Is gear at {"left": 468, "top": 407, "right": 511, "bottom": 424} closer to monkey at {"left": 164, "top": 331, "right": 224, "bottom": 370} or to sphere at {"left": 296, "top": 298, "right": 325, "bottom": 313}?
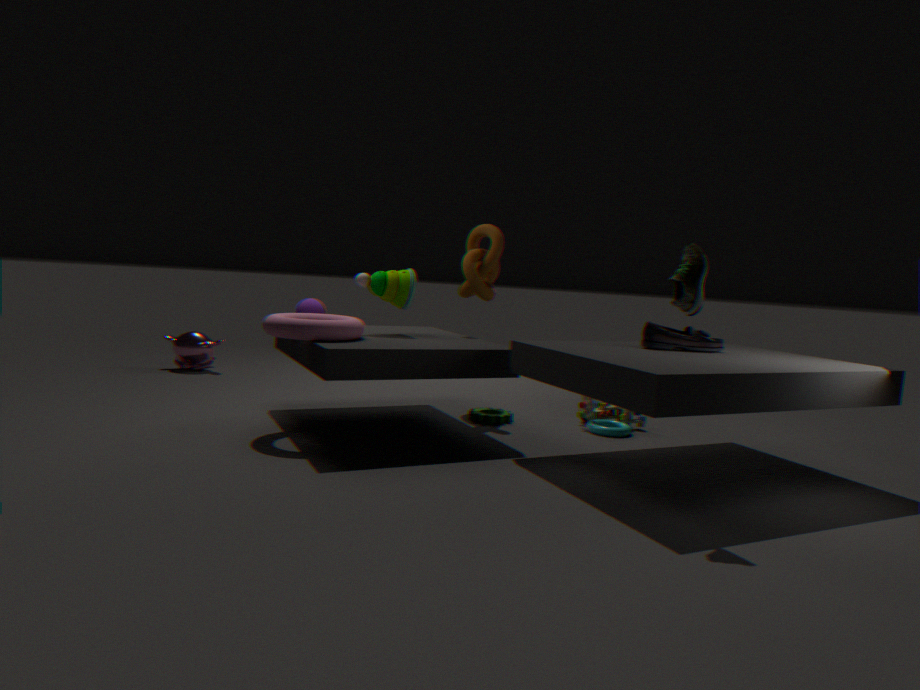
sphere at {"left": 296, "top": 298, "right": 325, "bottom": 313}
